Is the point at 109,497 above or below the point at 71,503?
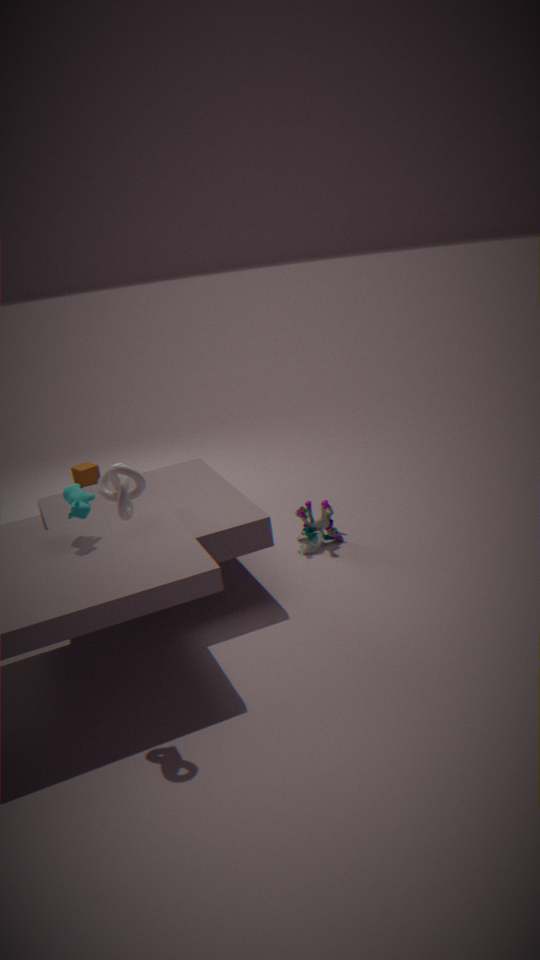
above
